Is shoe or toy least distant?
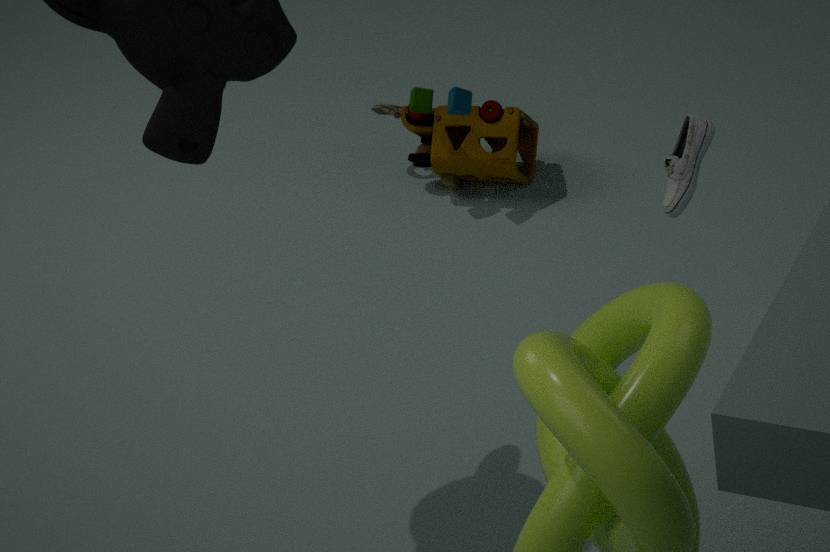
shoe
